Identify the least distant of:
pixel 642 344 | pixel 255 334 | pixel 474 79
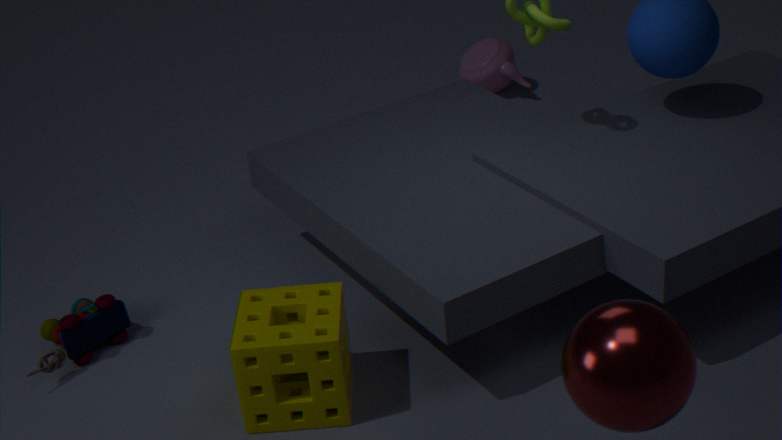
pixel 642 344
